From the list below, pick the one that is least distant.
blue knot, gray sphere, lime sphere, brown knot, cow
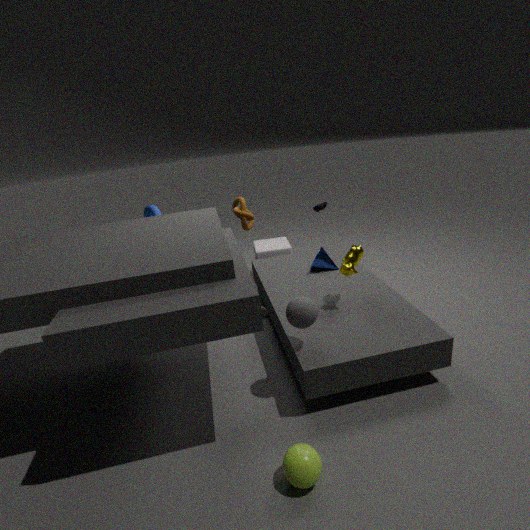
lime sphere
